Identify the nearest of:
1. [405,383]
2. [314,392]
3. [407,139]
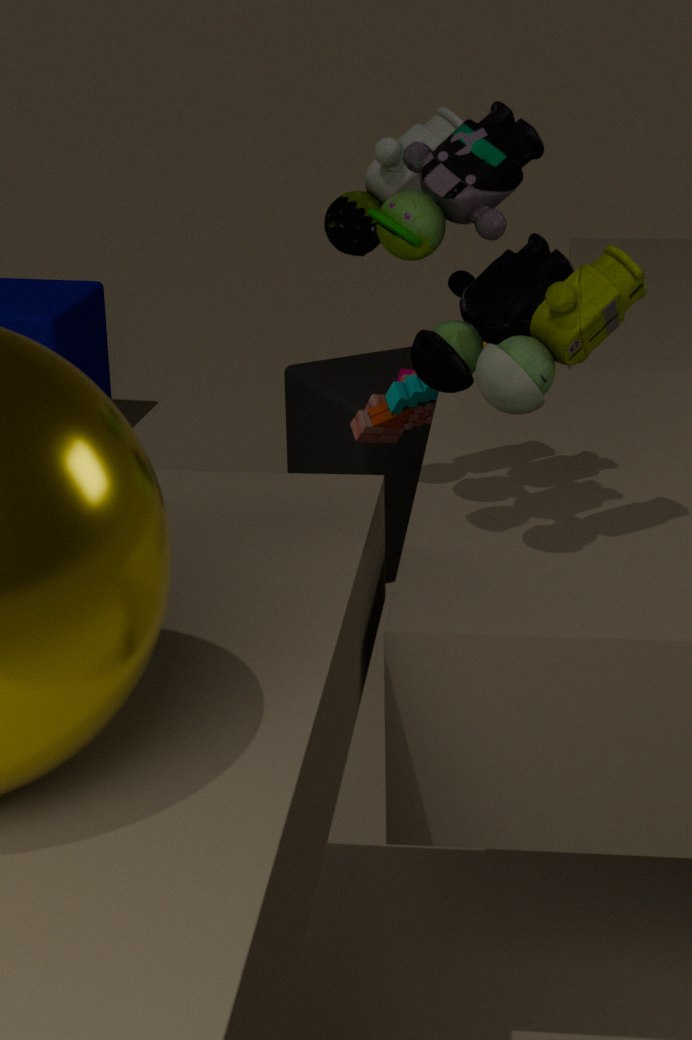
[407,139]
